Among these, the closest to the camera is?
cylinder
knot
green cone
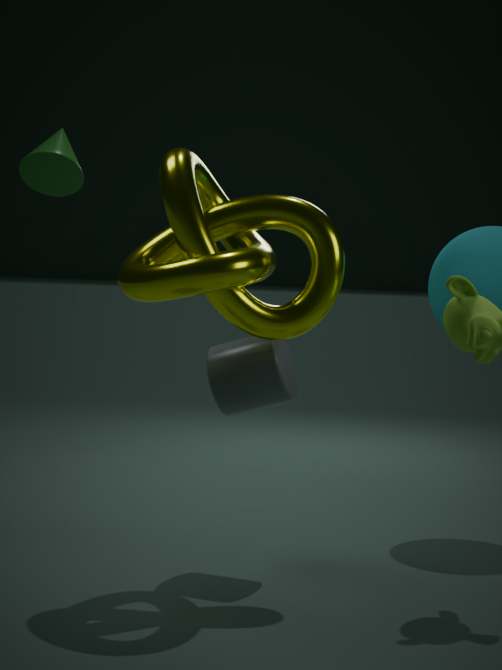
knot
